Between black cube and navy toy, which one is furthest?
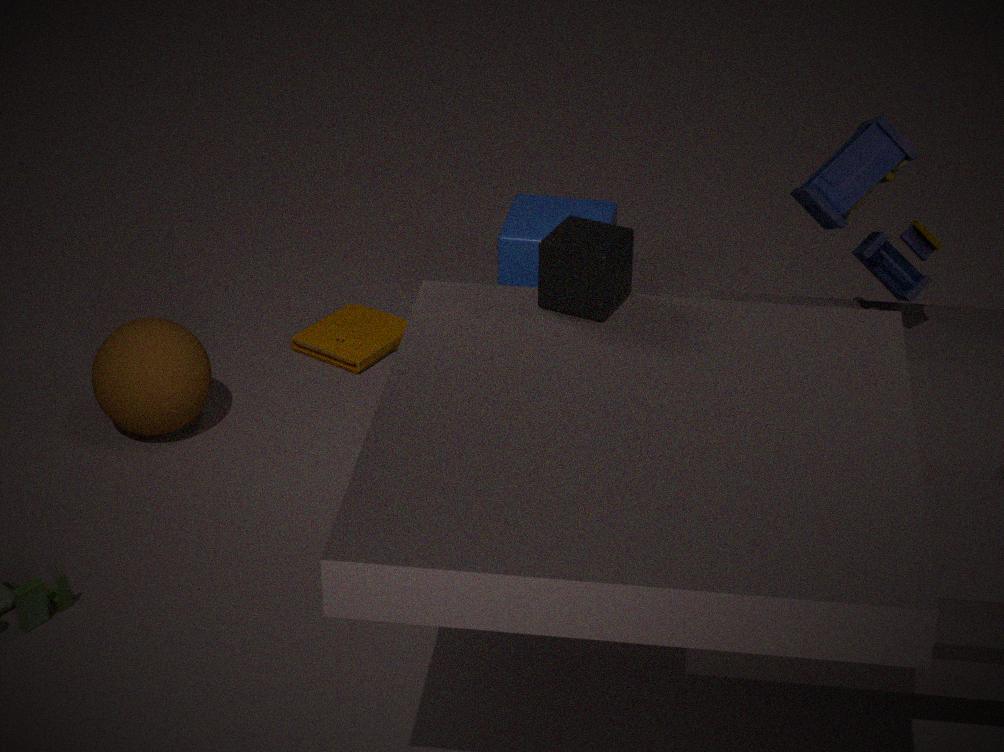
navy toy
